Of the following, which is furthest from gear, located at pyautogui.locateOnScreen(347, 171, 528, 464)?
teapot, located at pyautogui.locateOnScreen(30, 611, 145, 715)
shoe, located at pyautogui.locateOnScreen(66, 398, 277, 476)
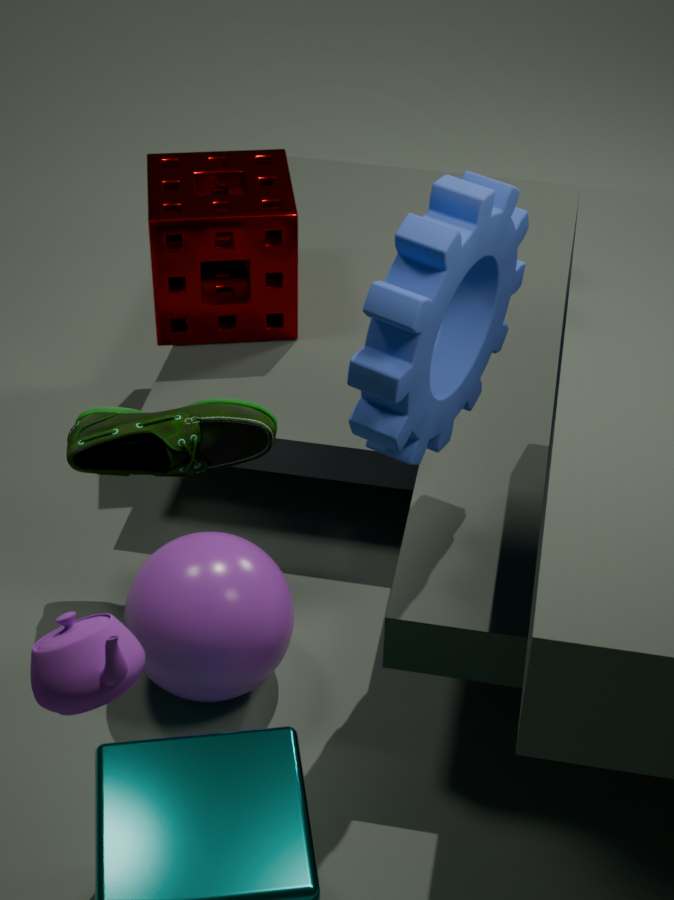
teapot, located at pyautogui.locateOnScreen(30, 611, 145, 715)
